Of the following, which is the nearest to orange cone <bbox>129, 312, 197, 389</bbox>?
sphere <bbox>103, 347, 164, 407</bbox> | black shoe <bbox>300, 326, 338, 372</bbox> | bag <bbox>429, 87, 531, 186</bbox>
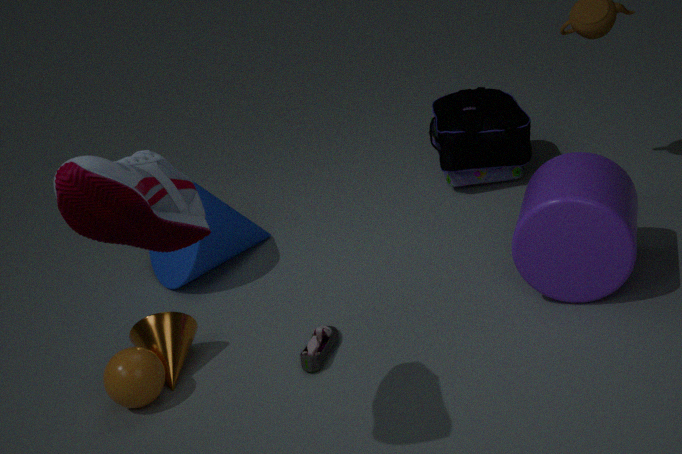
sphere <bbox>103, 347, 164, 407</bbox>
